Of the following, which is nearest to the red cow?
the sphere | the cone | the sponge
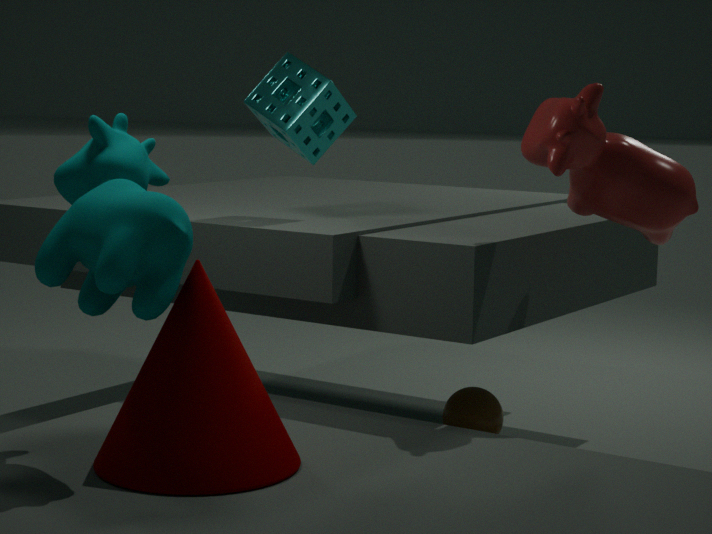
the sponge
